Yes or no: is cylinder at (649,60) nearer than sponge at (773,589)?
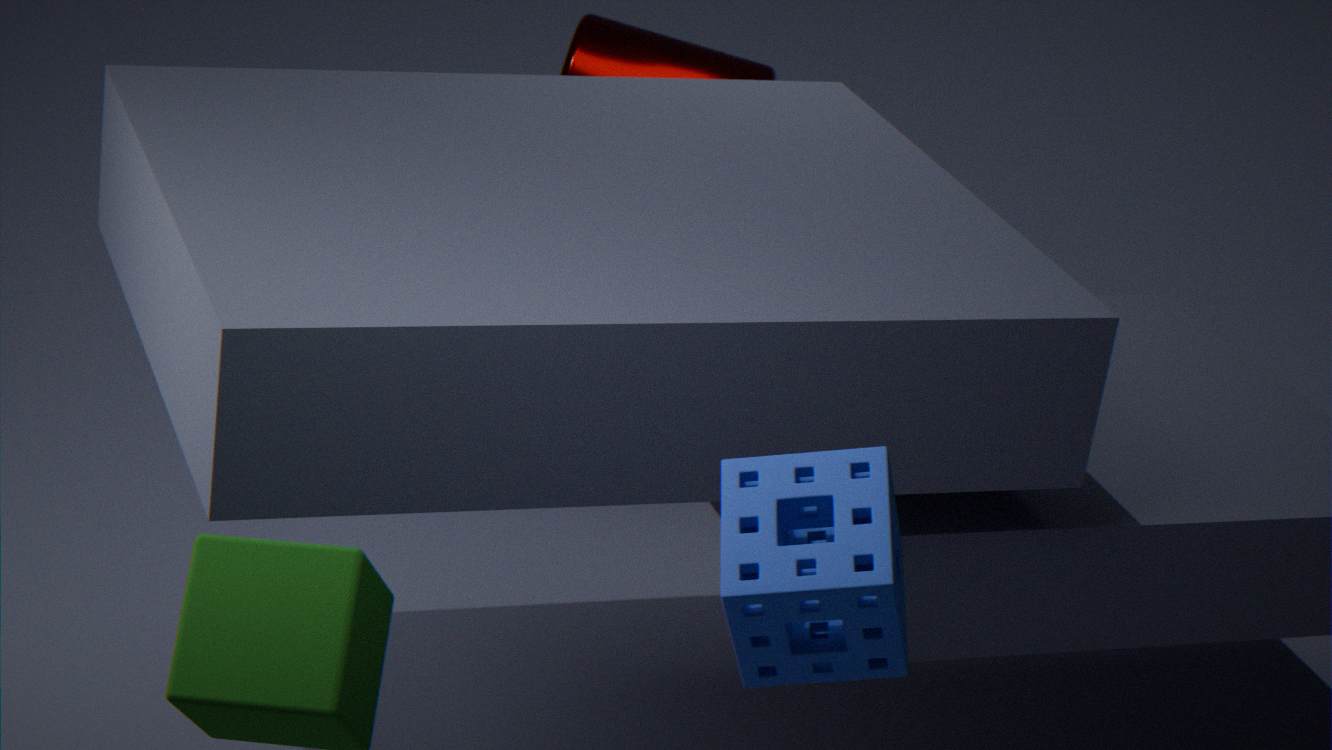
No
